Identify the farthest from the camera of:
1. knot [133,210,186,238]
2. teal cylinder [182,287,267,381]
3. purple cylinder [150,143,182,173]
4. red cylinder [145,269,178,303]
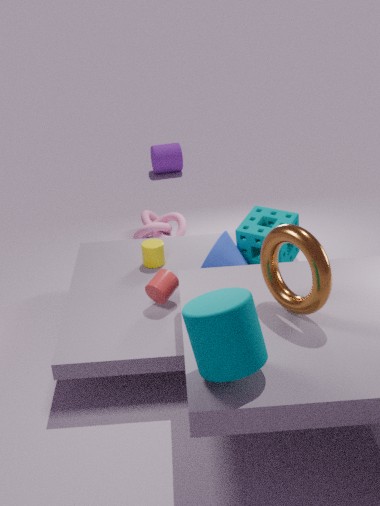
purple cylinder [150,143,182,173]
